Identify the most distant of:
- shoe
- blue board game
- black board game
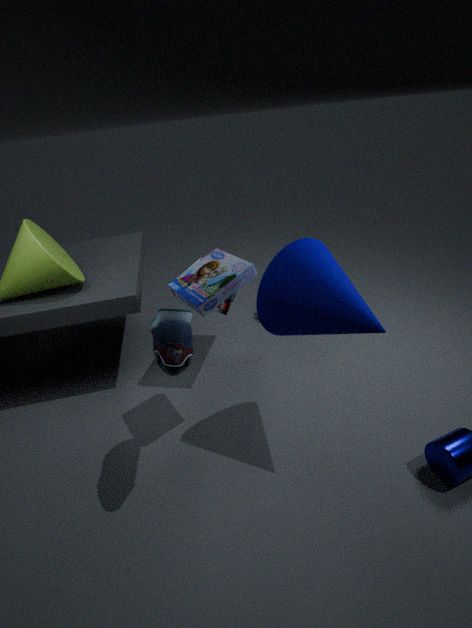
black board game
